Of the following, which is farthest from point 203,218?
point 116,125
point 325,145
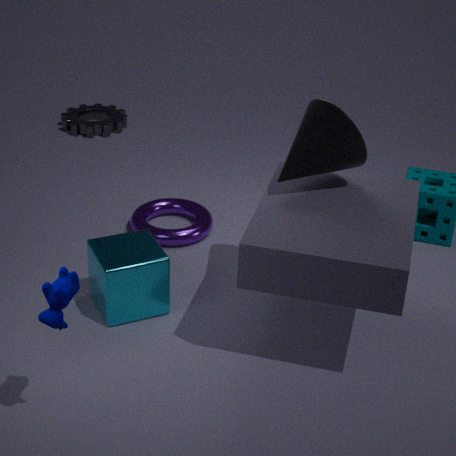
point 116,125
